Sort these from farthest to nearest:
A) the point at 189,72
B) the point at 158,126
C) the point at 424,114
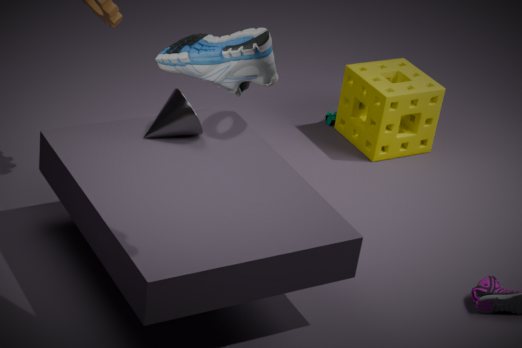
the point at 424,114, the point at 158,126, the point at 189,72
